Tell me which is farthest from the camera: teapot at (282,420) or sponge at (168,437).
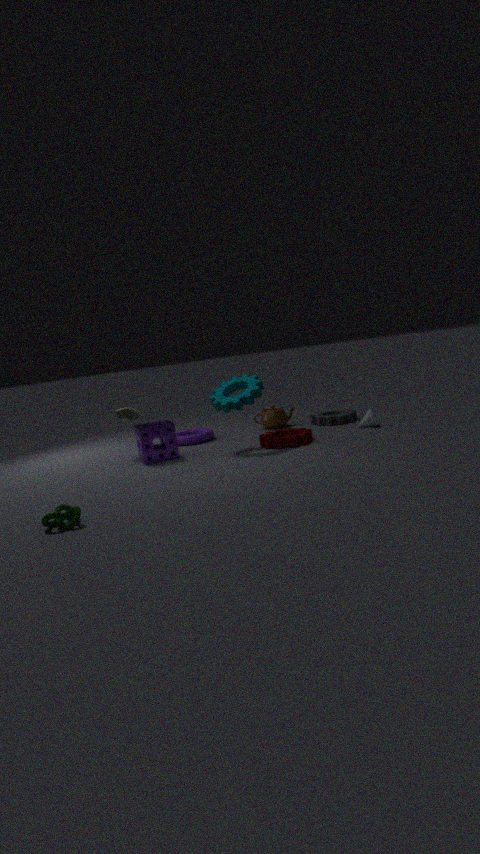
teapot at (282,420)
